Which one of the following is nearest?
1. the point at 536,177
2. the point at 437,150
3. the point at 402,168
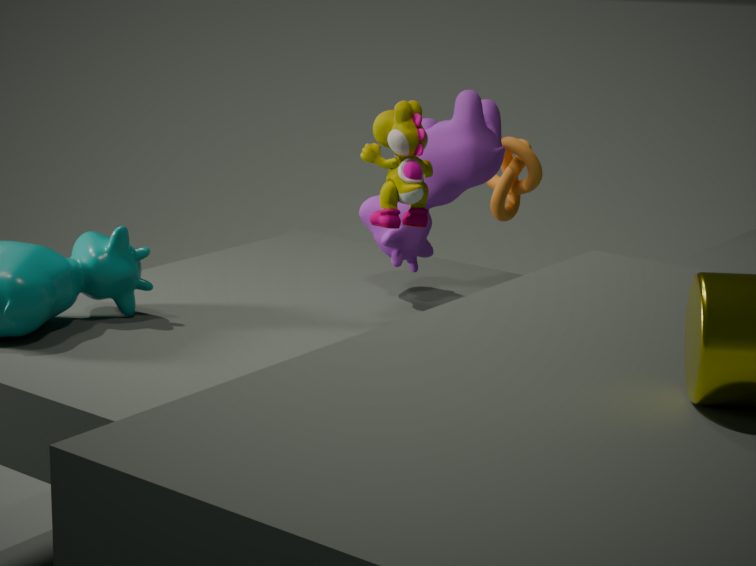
the point at 402,168
